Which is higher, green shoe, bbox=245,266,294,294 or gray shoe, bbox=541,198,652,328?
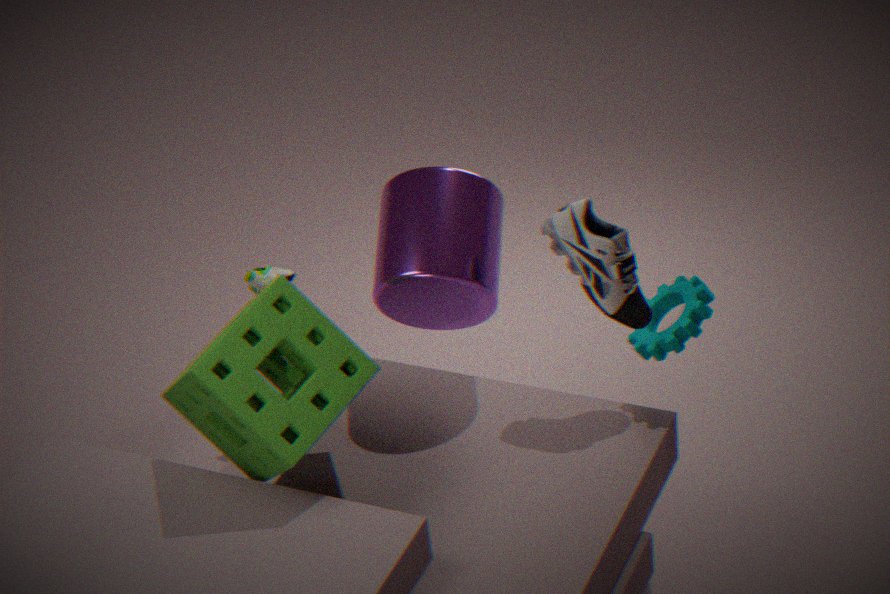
gray shoe, bbox=541,198,652,328
